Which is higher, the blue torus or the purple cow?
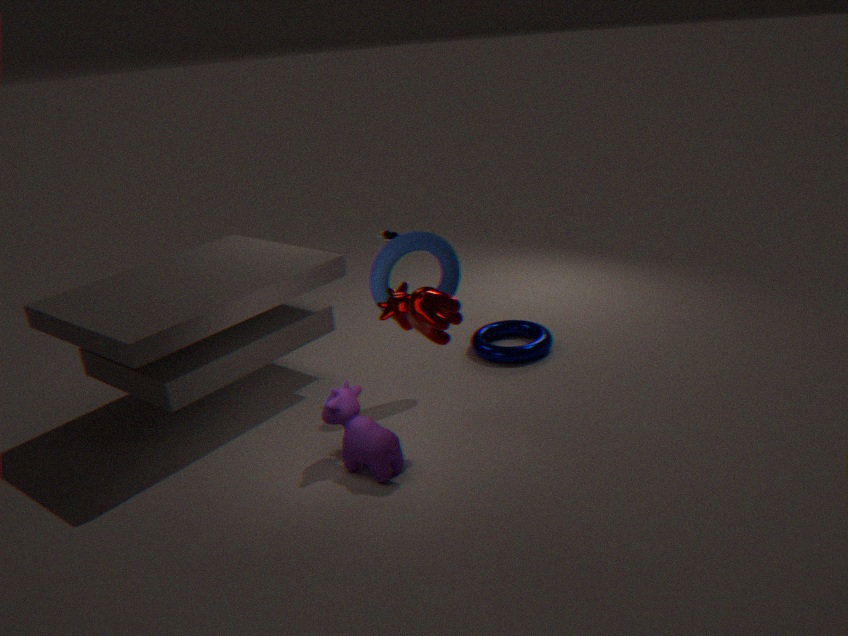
the blue torus
